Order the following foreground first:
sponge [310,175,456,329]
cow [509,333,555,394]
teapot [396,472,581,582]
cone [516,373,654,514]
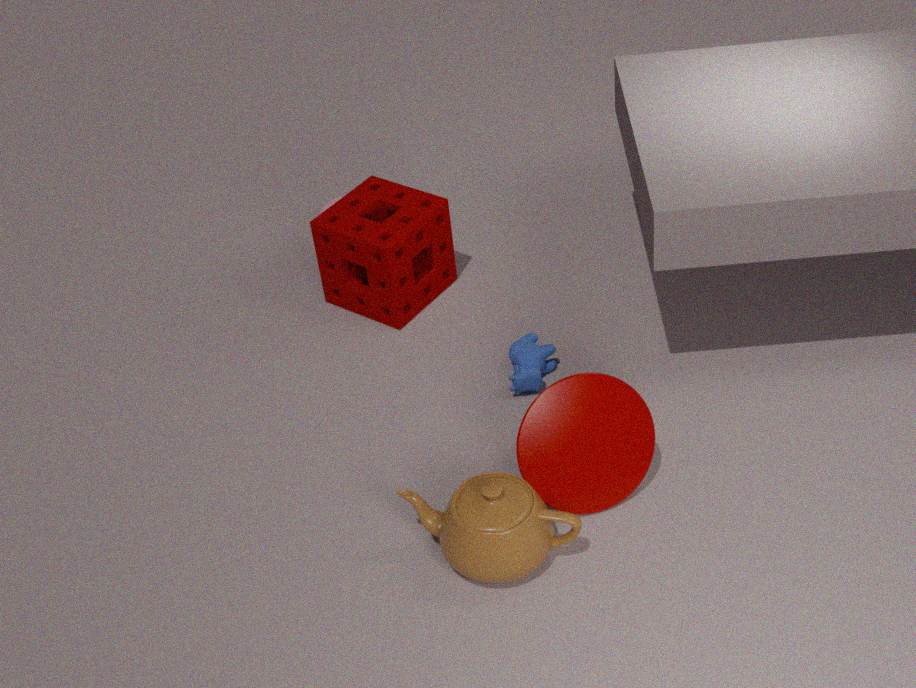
teapot [396,472,581,582]
cone [516,373,654,514]
cow [509,333,555,394]
sponge [310,175,456,329]
